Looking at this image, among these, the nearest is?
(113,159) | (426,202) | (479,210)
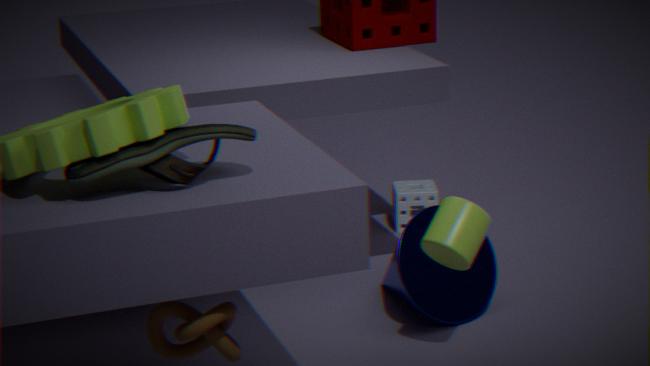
(113,159)
